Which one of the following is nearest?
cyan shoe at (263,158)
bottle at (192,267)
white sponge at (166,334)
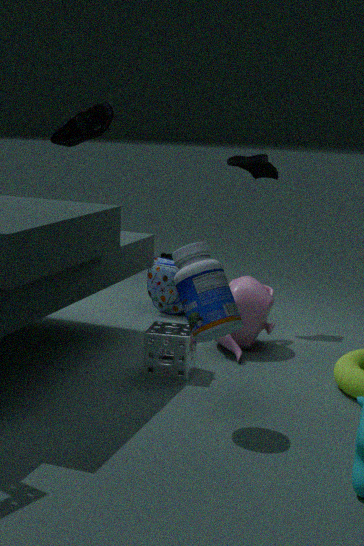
bottle at (192,267)
